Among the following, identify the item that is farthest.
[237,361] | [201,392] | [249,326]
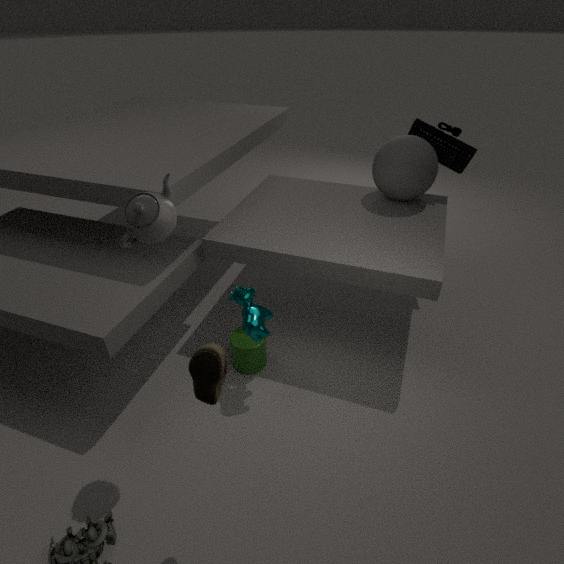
[237,361]
